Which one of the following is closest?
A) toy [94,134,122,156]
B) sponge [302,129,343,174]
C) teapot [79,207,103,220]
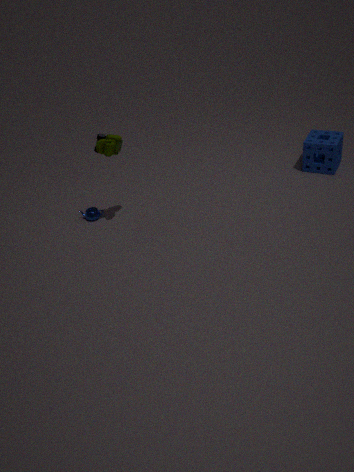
toy [94,134,122,156]
